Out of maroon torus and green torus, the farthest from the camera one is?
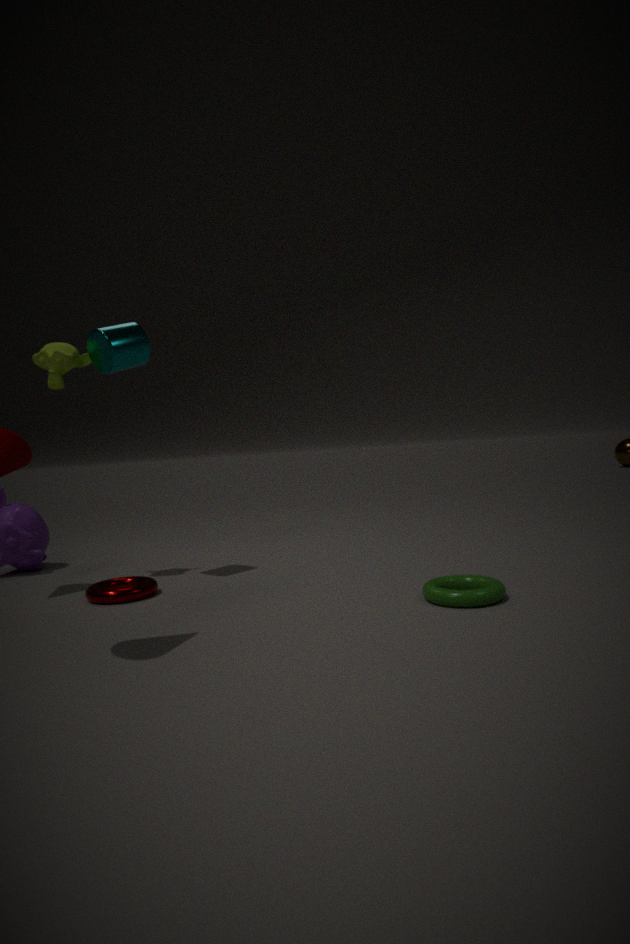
maroon torus
